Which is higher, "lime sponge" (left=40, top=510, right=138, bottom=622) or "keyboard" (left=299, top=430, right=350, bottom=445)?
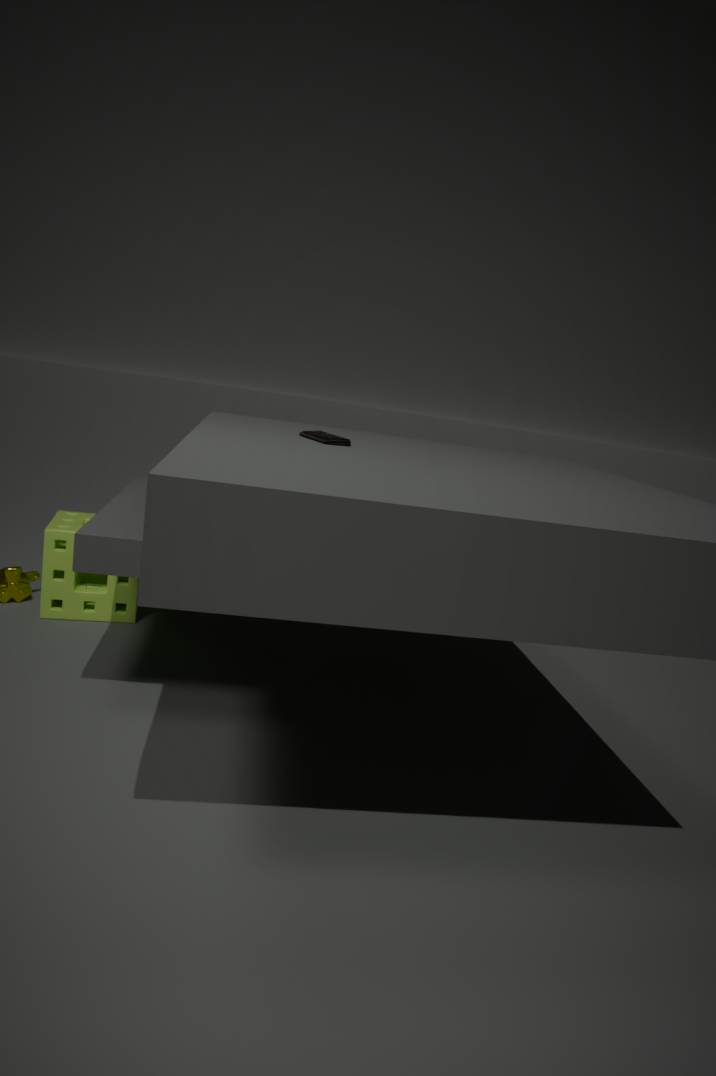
"keyboard" (left=299, top=430, right=350, bottom=445)
